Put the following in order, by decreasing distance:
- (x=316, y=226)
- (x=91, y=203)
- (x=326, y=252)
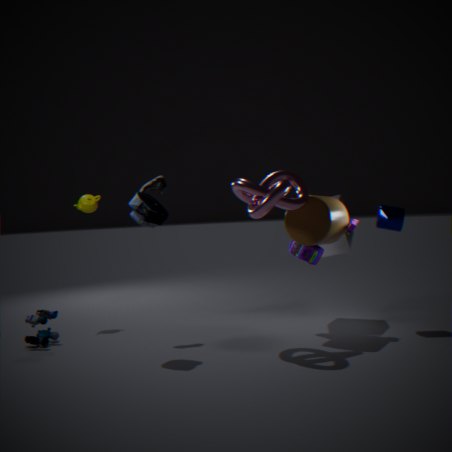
(x=91, y=203) → (x=326, y=252) → (x=316, y=226)
